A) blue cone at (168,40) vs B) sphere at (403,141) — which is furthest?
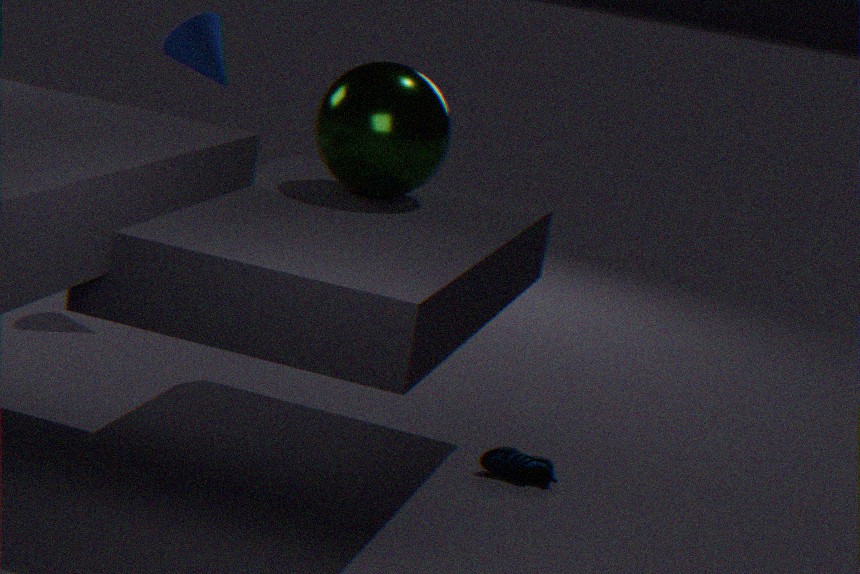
A. blue cone at (168,40)
